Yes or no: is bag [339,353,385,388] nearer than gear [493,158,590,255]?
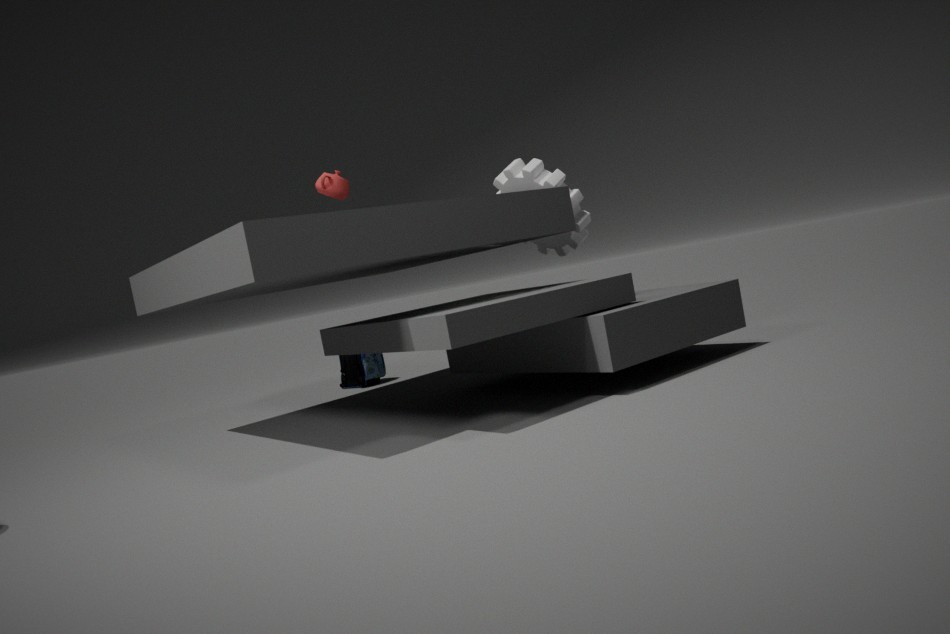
No
